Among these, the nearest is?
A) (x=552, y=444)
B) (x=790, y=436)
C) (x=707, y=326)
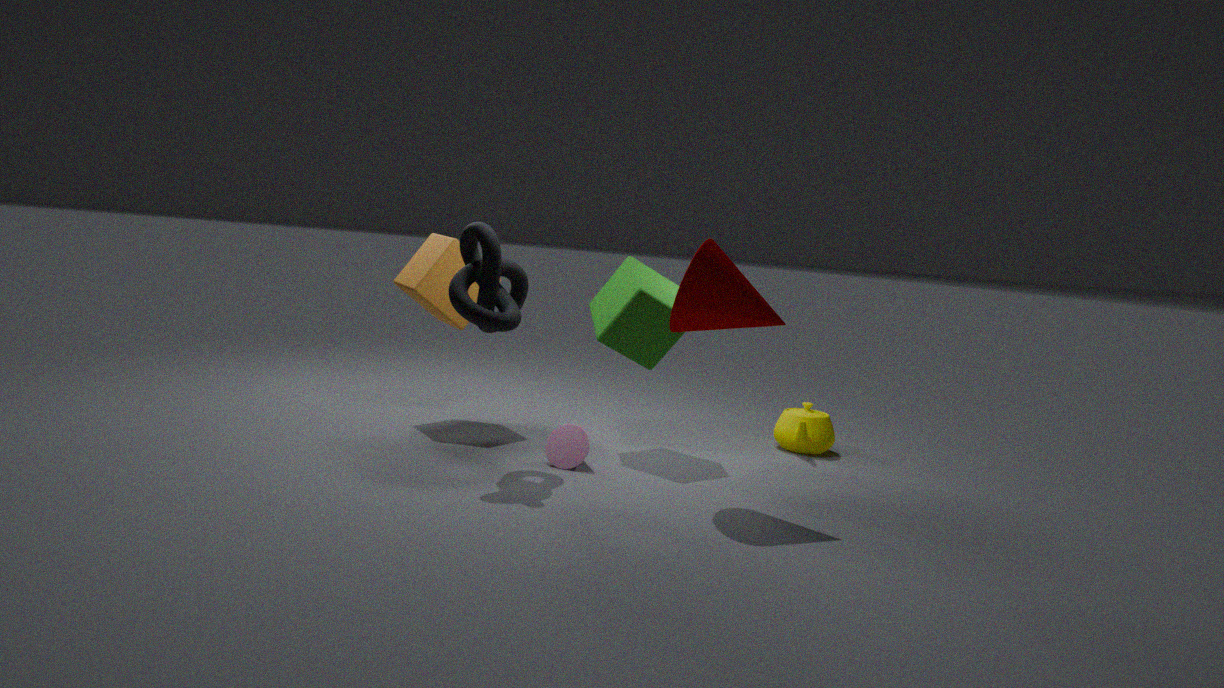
(x=707, y=326)
